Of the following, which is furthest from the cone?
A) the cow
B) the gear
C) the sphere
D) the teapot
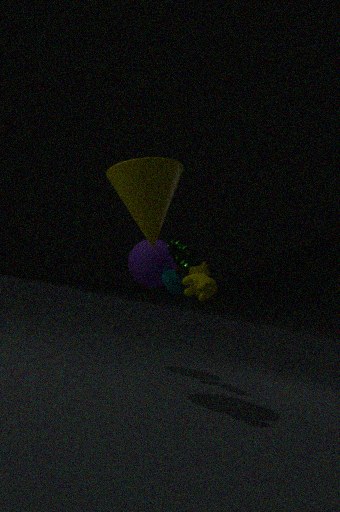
the sphere
